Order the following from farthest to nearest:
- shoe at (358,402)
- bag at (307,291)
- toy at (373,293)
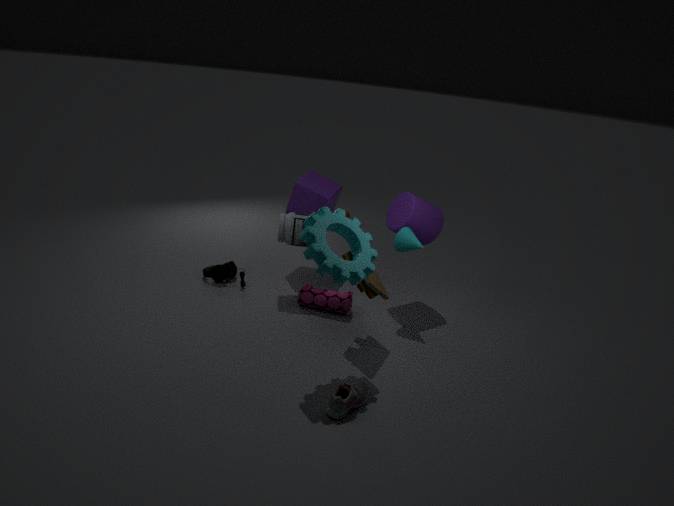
bag at (307,291) < toy at (373,293) < shoe at (358,402)
